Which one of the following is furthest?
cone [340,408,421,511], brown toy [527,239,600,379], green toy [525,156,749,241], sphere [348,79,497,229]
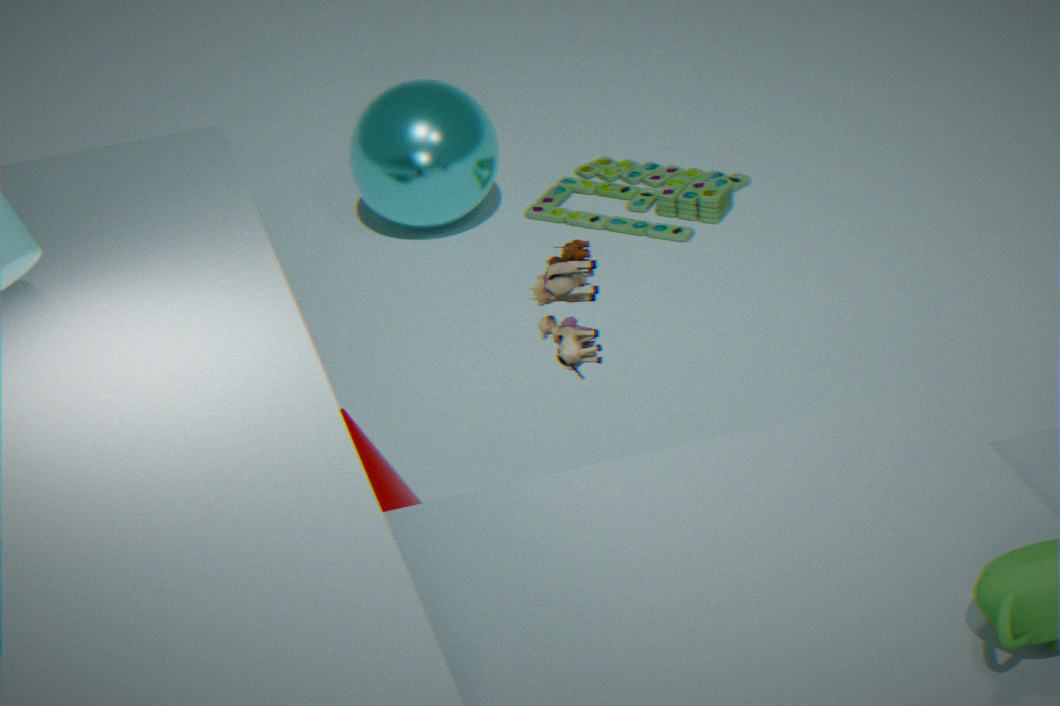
green toy [525,156,749,241]
